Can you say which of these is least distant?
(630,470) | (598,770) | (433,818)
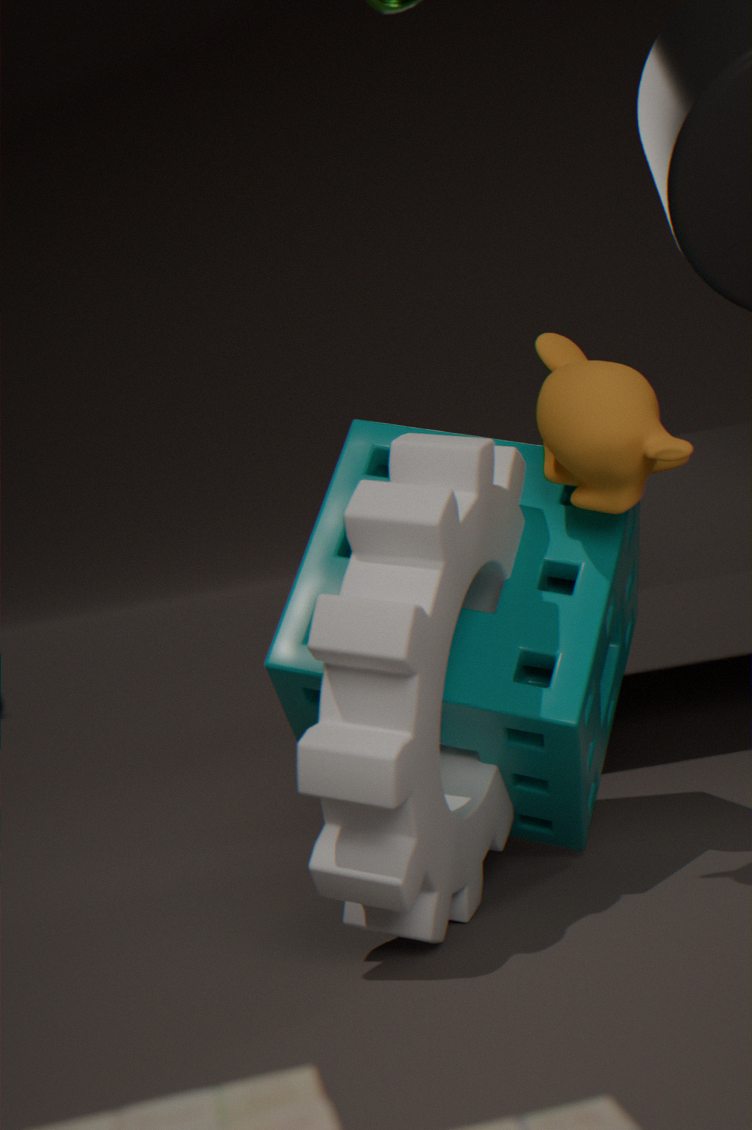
(433,818)
